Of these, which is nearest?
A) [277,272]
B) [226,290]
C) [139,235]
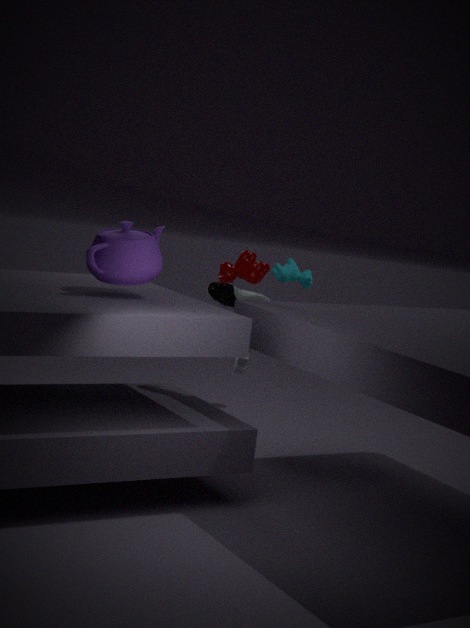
[139,235]
